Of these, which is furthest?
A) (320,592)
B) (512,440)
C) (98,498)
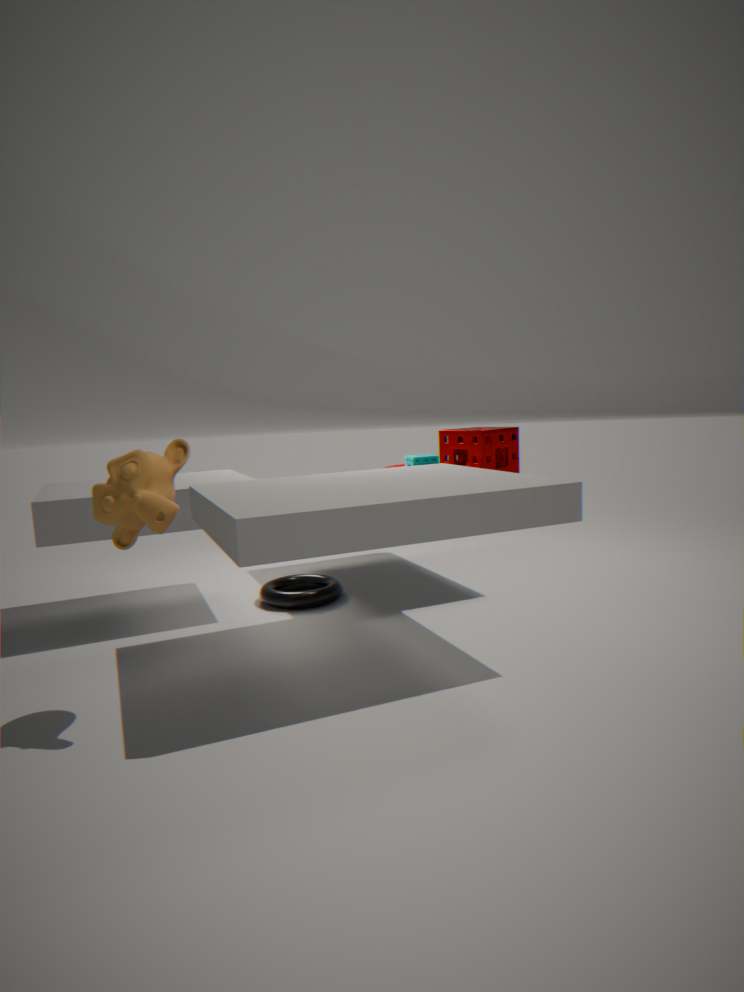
(512,440)
